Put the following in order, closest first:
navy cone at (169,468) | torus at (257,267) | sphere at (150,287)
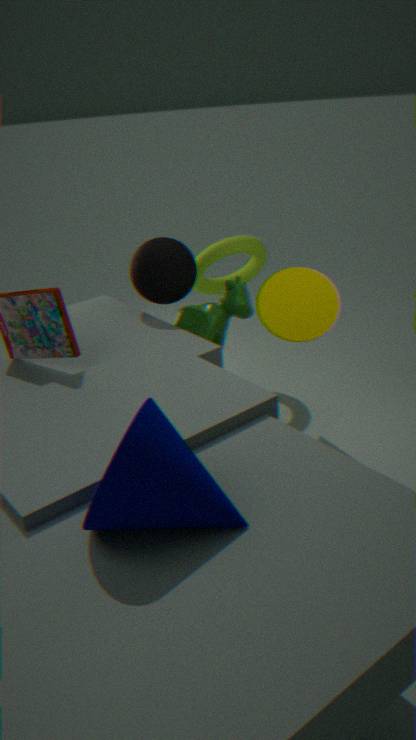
navy cone at (169,468) < sphere at (150,287) < torus at (257,267)
